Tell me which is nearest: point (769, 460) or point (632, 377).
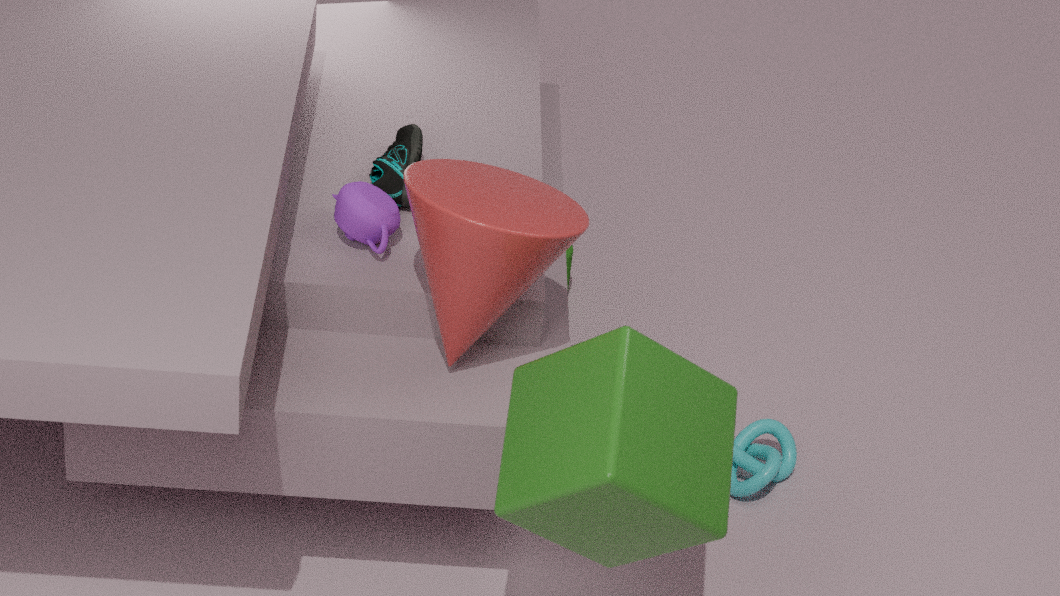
point (632, 377)
